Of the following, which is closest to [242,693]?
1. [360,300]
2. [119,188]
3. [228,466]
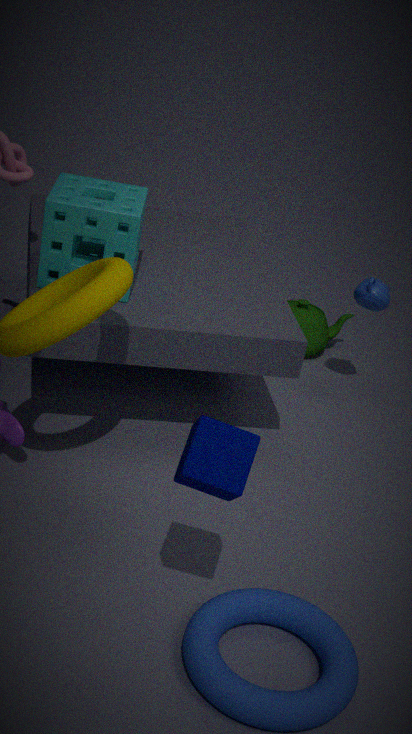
[228,466]
